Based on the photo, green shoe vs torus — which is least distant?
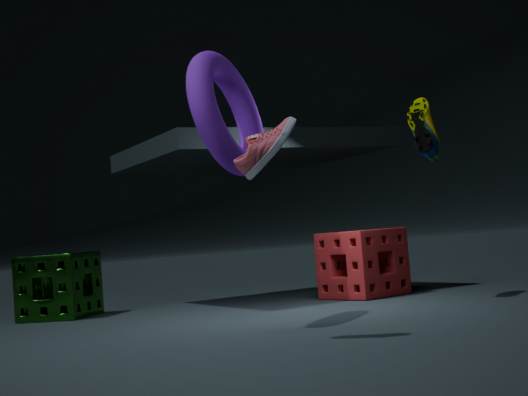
torus
